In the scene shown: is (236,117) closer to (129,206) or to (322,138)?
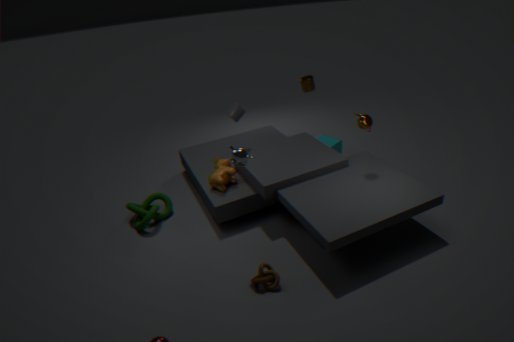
(322,138)
